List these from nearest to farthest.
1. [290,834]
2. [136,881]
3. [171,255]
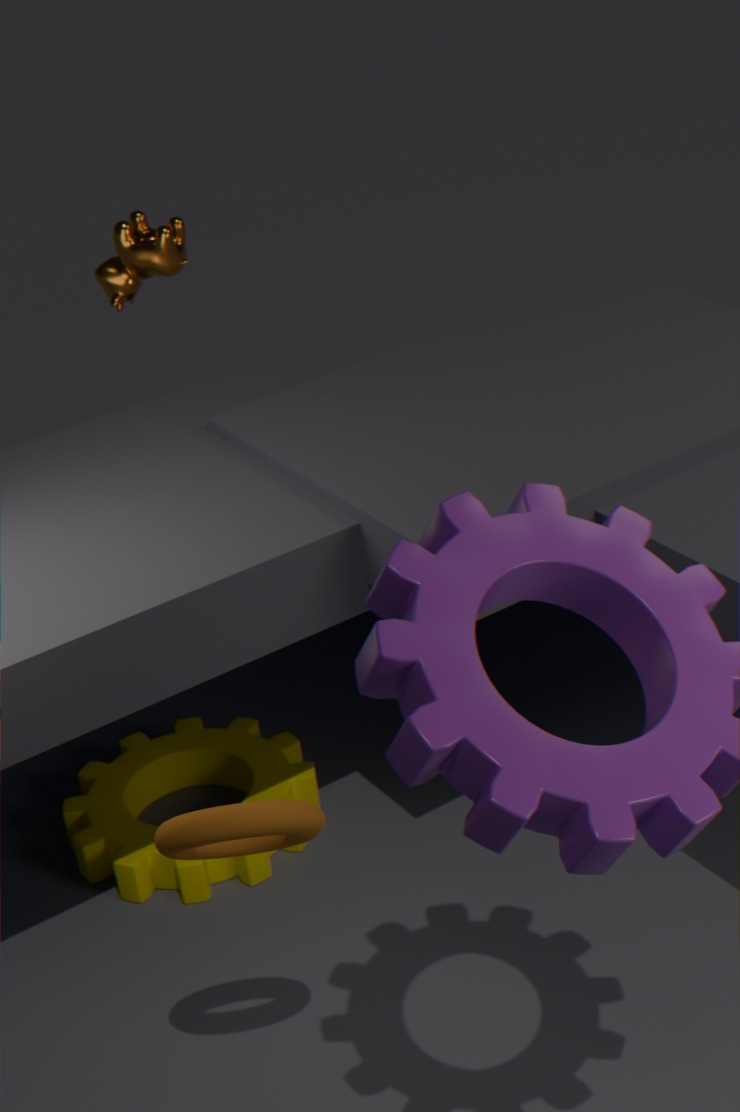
[290,834], [136,881], [171,255]
